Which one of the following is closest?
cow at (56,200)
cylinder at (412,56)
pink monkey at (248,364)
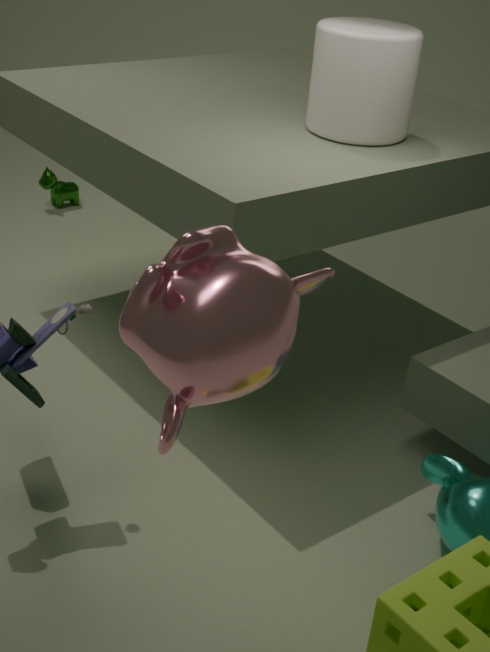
pink monkey at (248,364)
